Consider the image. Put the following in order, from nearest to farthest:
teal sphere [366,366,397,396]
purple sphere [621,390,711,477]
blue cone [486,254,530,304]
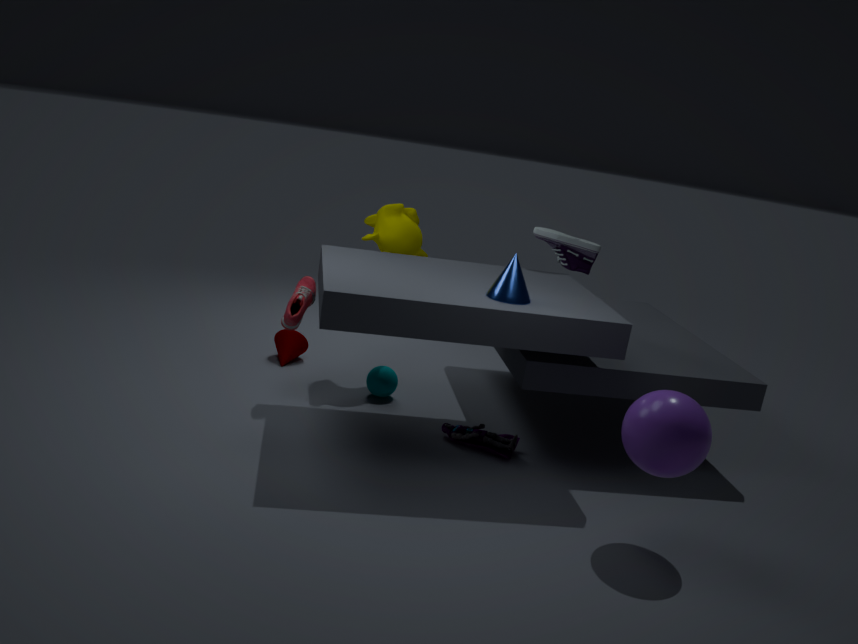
purple sphere [621,390,711,477] < blue cone [486,254,530,304] < teal sphere [366,366,397,396]
